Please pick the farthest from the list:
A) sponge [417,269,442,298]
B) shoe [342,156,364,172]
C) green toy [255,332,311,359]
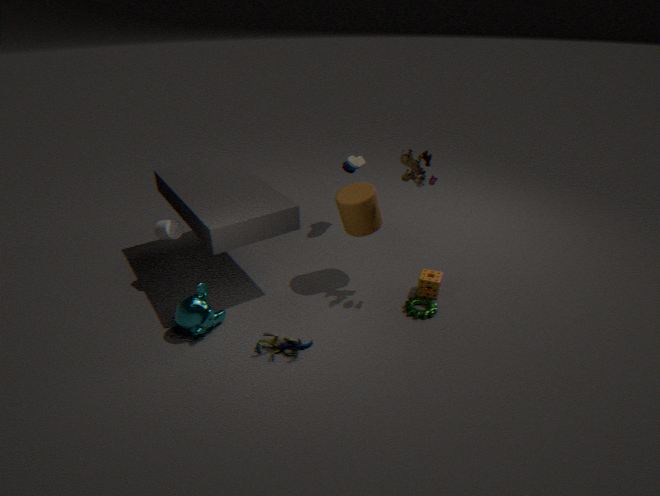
shoe [342,156,364,172]
